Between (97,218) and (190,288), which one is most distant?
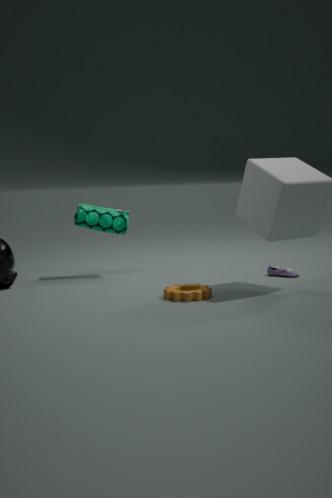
(97,218)
